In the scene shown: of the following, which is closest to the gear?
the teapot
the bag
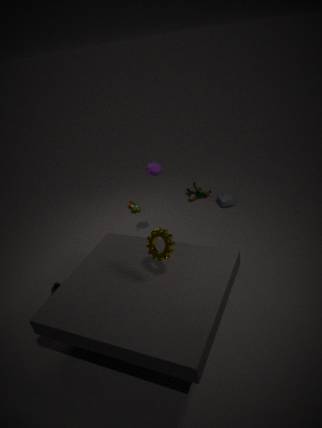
the teapot
